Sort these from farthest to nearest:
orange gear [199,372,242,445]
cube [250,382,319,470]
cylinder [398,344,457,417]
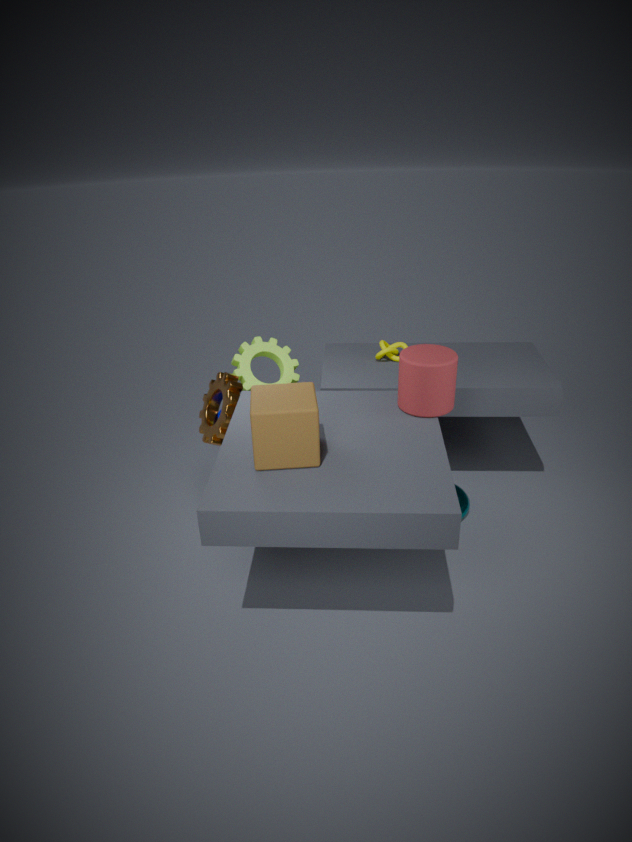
orange gear [199,372,242,445]
cylinder [398,344,457,417]
cube [250,382,319,470]
